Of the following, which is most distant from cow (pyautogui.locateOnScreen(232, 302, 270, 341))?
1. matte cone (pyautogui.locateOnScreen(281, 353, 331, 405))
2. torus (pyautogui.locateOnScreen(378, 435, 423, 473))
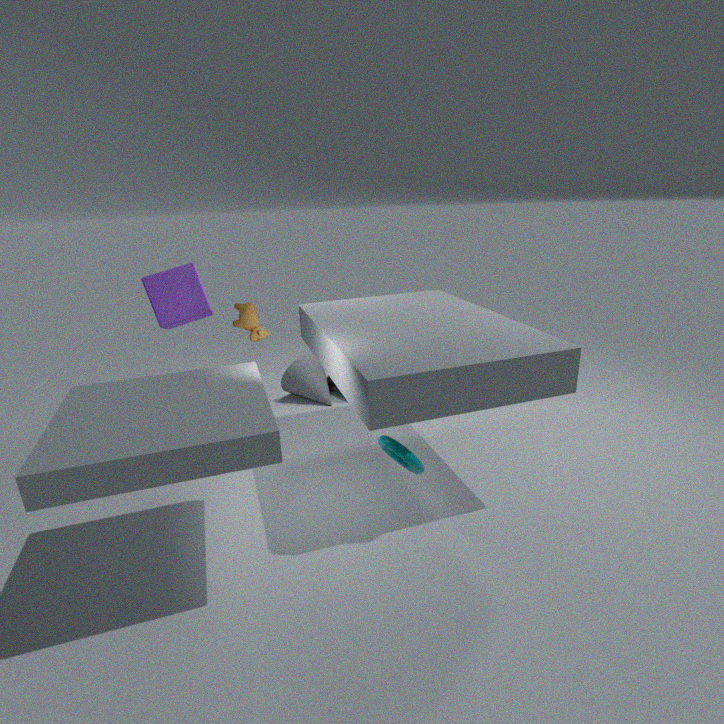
matte cone (pyautogui.locateOnScreen(281, 353, 331, 405))
